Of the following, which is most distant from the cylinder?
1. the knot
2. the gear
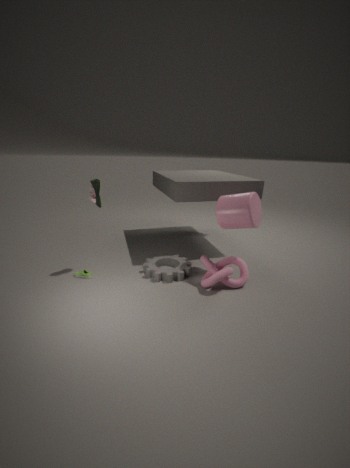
the gear
